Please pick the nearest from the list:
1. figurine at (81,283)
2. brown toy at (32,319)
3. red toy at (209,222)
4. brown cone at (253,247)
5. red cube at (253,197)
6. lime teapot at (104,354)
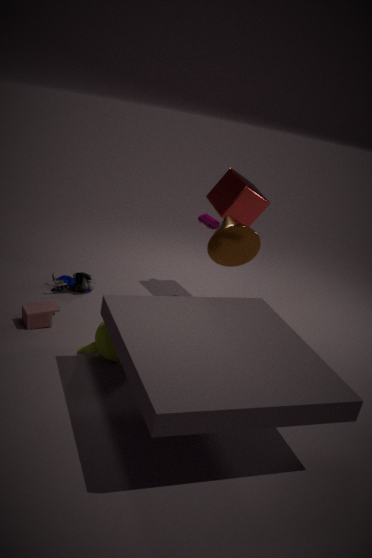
lime teapot at (104,354)
